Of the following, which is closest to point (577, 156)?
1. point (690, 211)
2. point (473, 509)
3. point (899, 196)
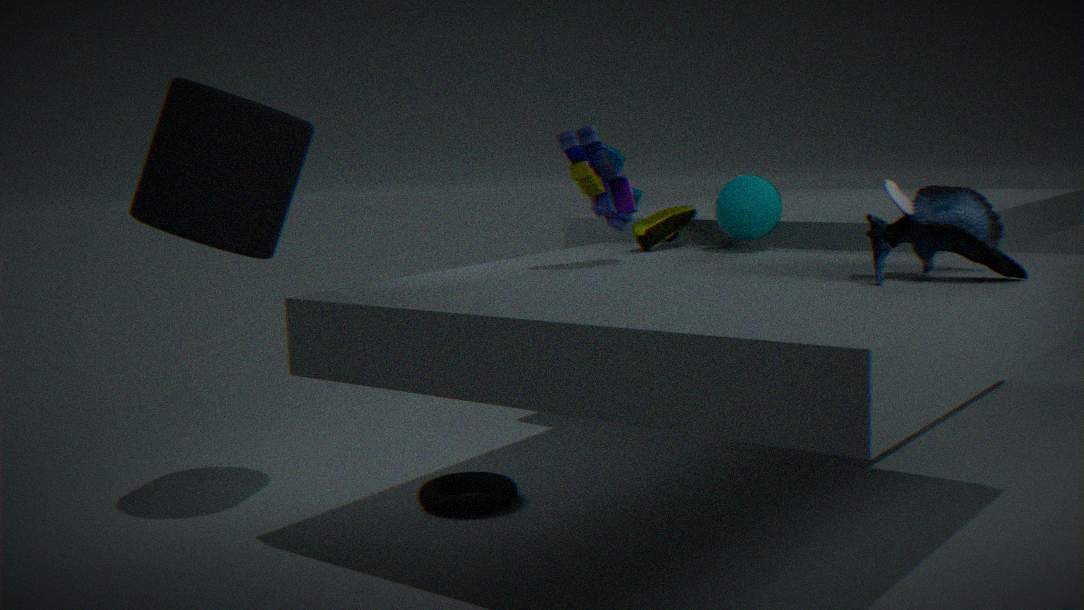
point (690, 211)
